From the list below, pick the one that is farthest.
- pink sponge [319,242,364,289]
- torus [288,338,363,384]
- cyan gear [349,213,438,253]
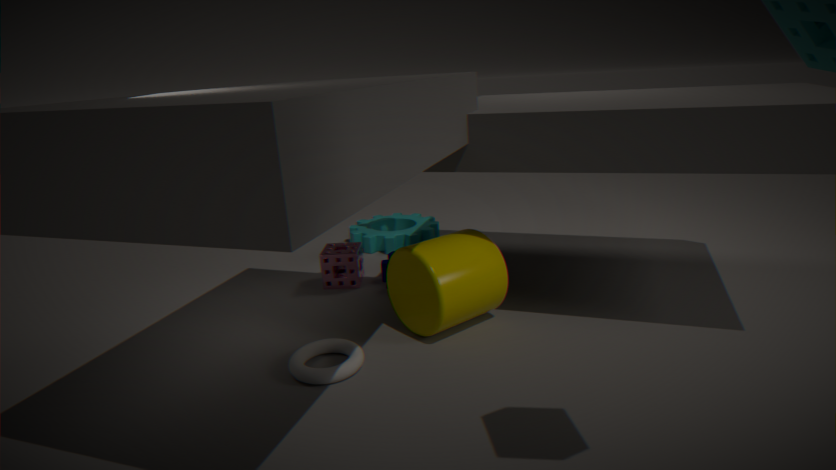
cyan gear [349,213,438,253]
